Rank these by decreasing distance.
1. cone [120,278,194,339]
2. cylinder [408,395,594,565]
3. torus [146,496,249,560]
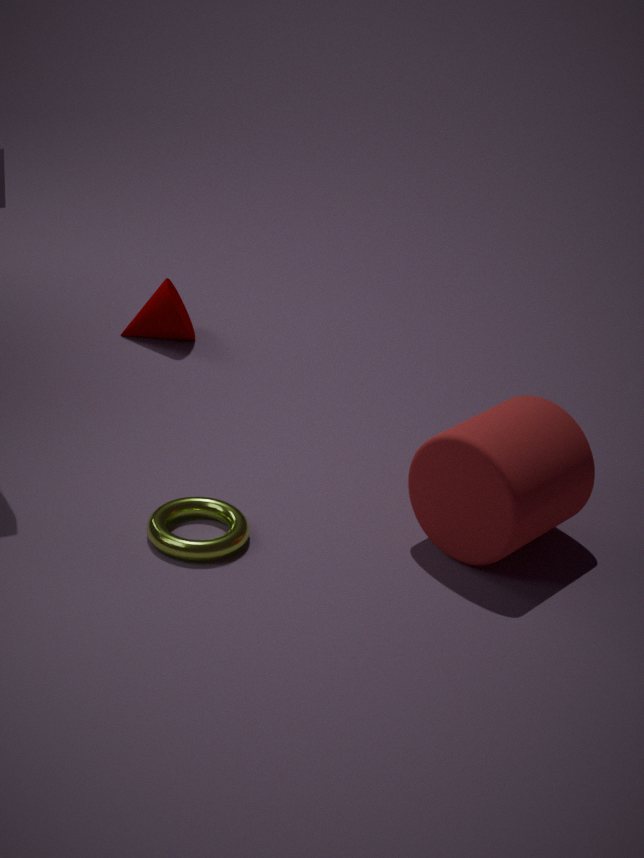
cone [120,278,194,339] → torus [146,496,249,560] → cylinder [408,395,594,565]
